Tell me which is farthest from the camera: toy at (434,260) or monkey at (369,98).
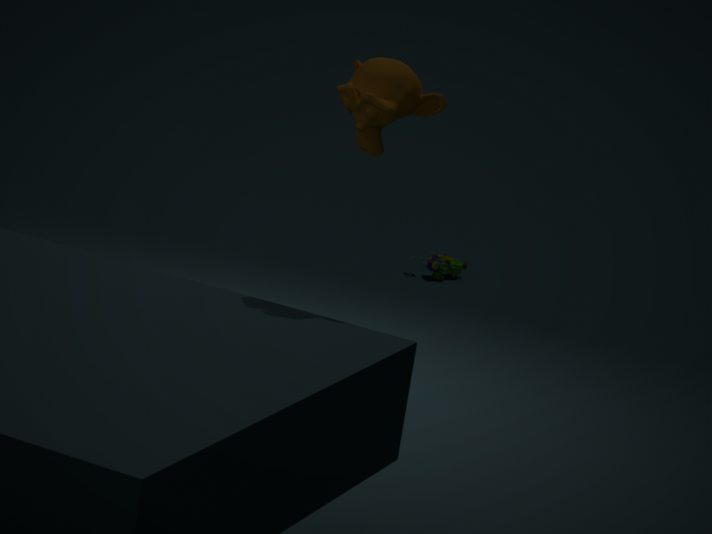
toy at (434,260)
